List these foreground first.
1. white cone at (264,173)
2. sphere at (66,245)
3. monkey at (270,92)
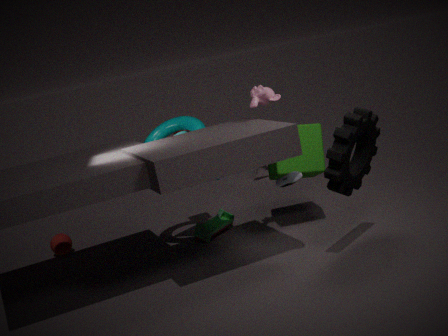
1. monkey at (270,92)
2. sphere at (66,245)
3. white cone at (264,173)
